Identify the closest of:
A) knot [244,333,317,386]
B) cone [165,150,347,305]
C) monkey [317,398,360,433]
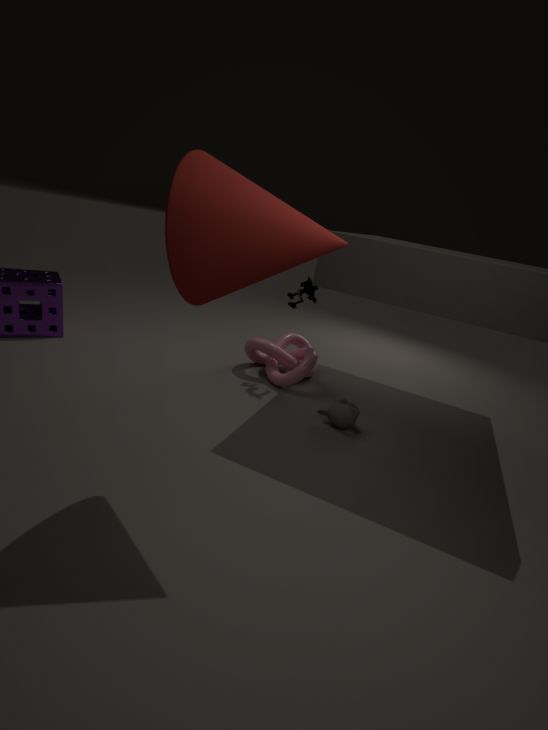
cone [165,150,347,305]
